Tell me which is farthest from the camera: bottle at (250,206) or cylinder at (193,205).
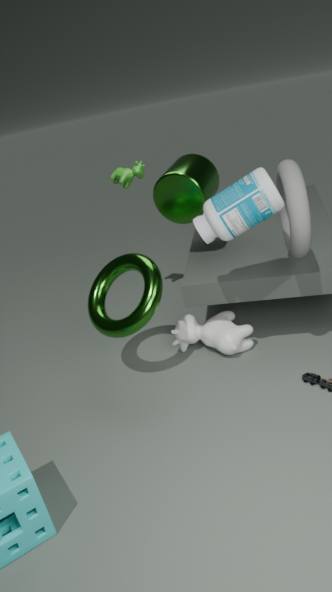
cylinder at (193,205)
